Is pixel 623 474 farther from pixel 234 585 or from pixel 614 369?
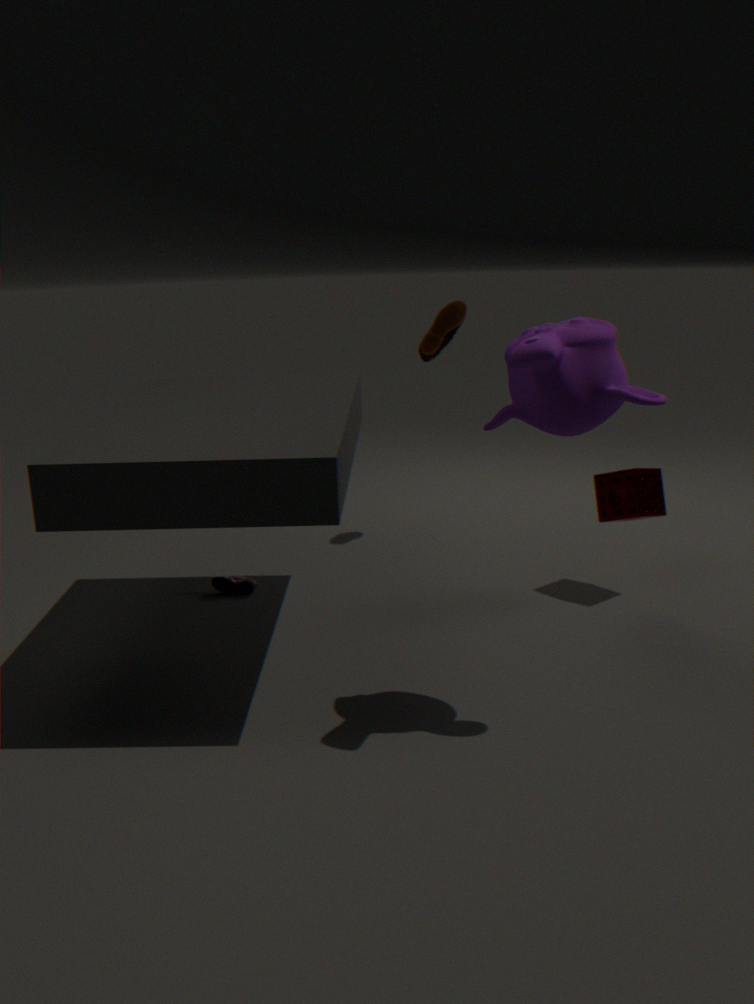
pixel 234 585
